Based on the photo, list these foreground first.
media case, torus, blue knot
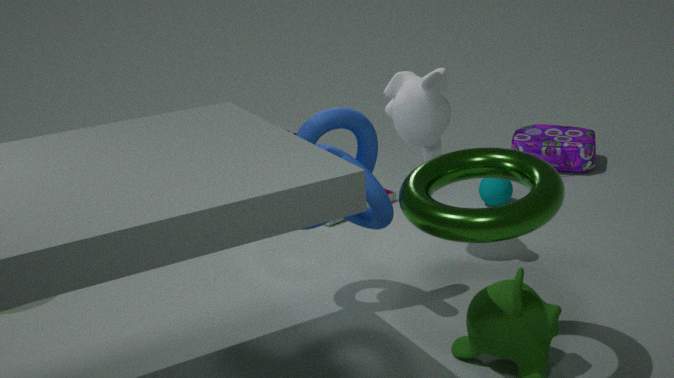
torus < blue knot < media case
